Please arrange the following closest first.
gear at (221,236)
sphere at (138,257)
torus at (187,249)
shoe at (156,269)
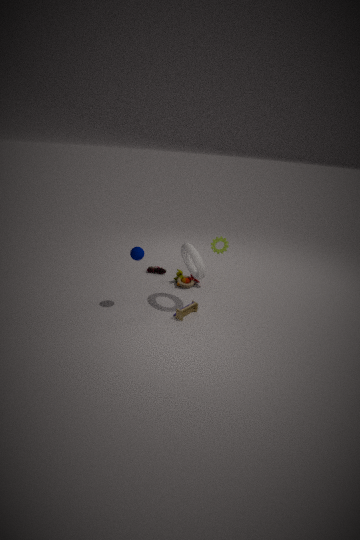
sphere at (138,257)
torus at (187,249)
gear at (221,236)
shoe at (156,269)
